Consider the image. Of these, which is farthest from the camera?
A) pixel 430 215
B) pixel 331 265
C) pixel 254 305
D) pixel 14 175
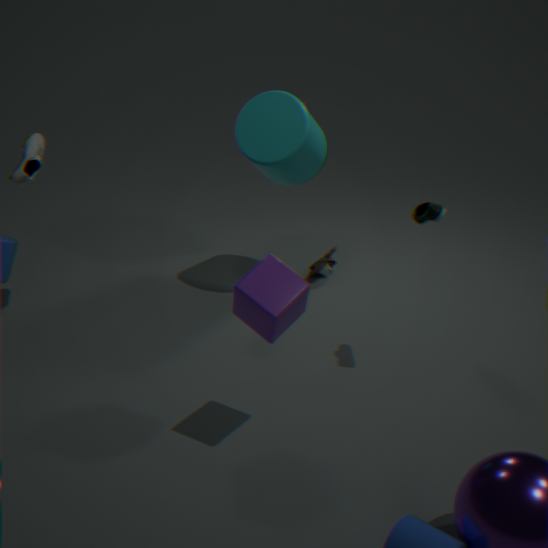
pixel 331 265
